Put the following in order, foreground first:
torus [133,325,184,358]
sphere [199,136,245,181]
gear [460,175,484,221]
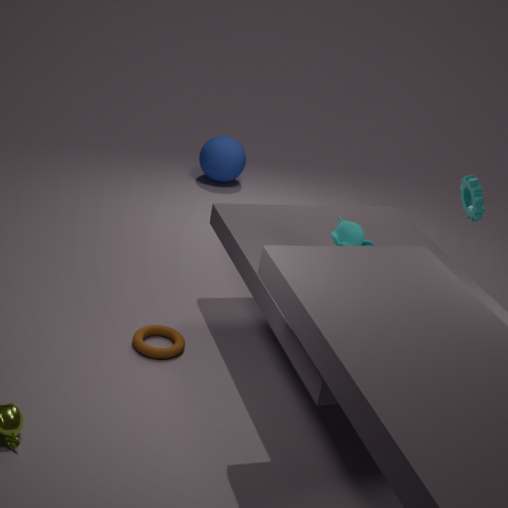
torus [133,325,184,358] < gear [460,175,484,221] < sphere [199,136,245,181]
